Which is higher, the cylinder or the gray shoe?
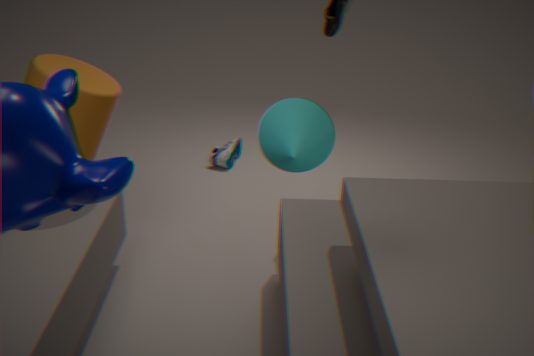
the cylinder
